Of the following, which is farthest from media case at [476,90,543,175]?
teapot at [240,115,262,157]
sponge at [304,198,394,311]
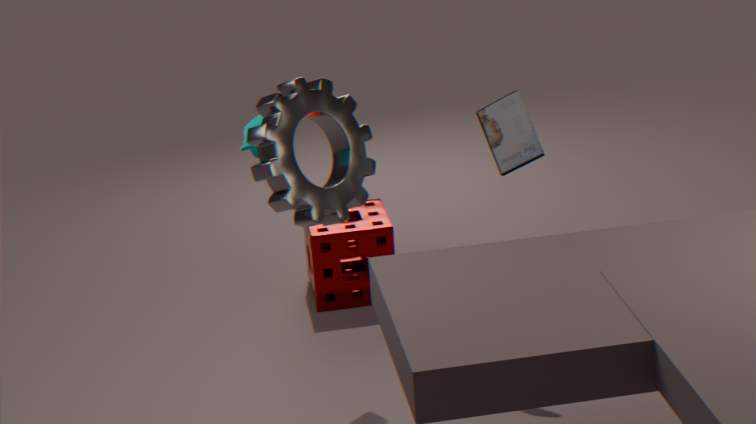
sponge at [304,198,394,311]
